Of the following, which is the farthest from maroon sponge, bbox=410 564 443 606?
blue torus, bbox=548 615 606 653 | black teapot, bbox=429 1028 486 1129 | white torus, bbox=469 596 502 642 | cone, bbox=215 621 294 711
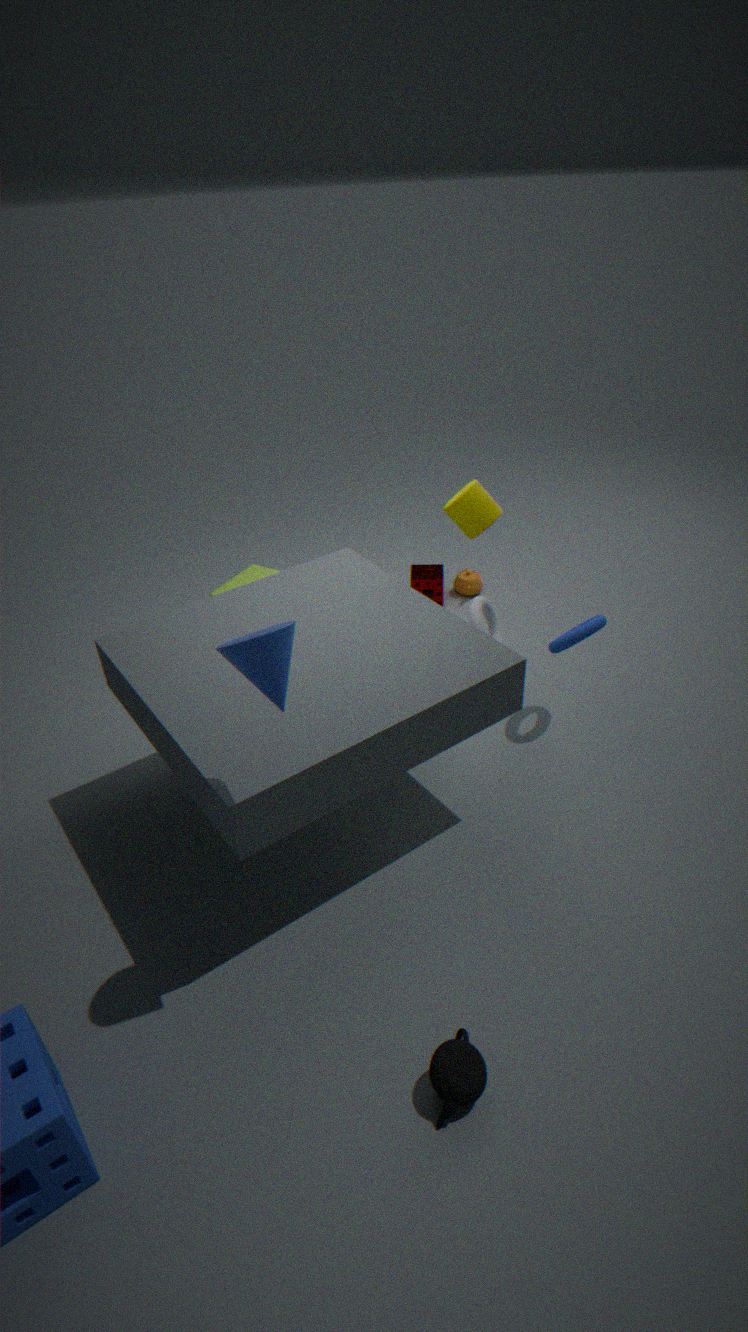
black teapot, bbox=429 1028 486 1129
